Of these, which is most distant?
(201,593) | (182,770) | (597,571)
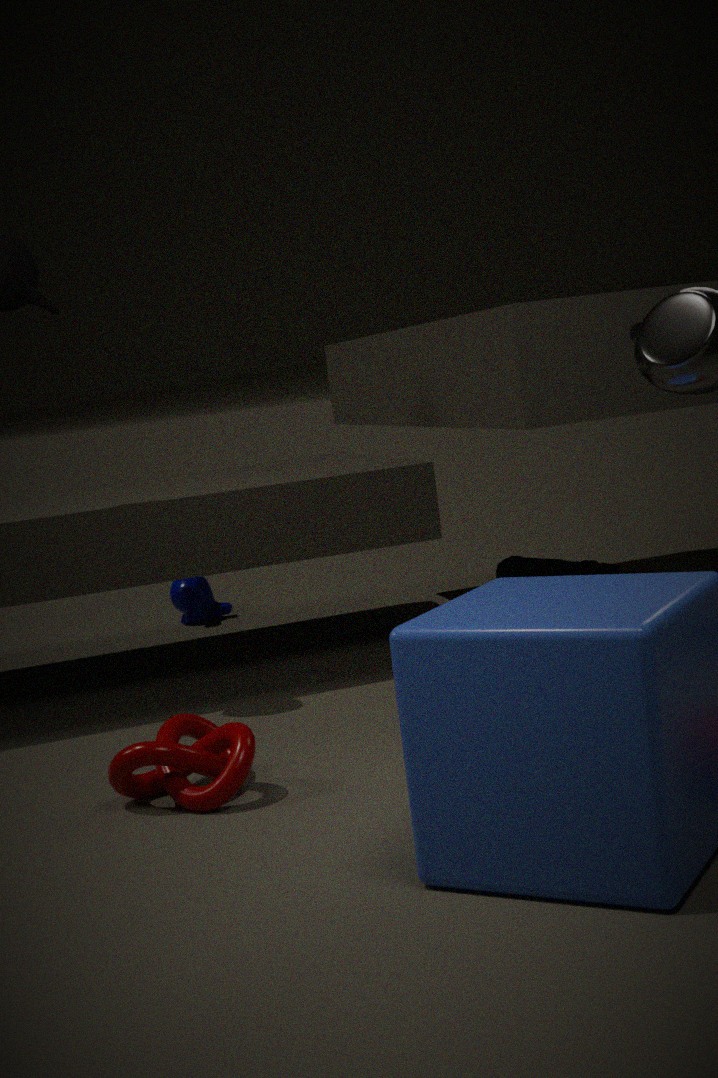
(201,593)
